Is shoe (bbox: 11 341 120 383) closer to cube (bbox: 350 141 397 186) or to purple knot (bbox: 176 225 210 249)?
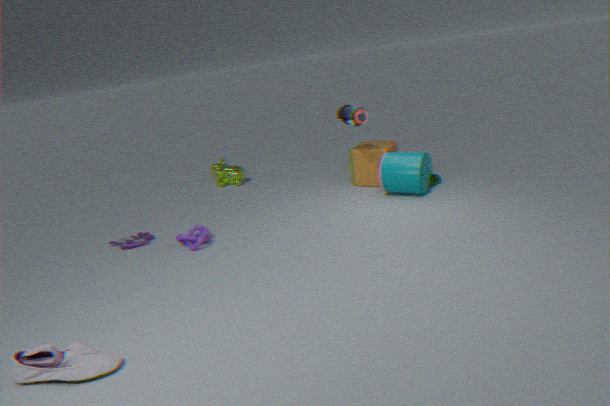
purple knot (bbox: 176 225 210 249)
